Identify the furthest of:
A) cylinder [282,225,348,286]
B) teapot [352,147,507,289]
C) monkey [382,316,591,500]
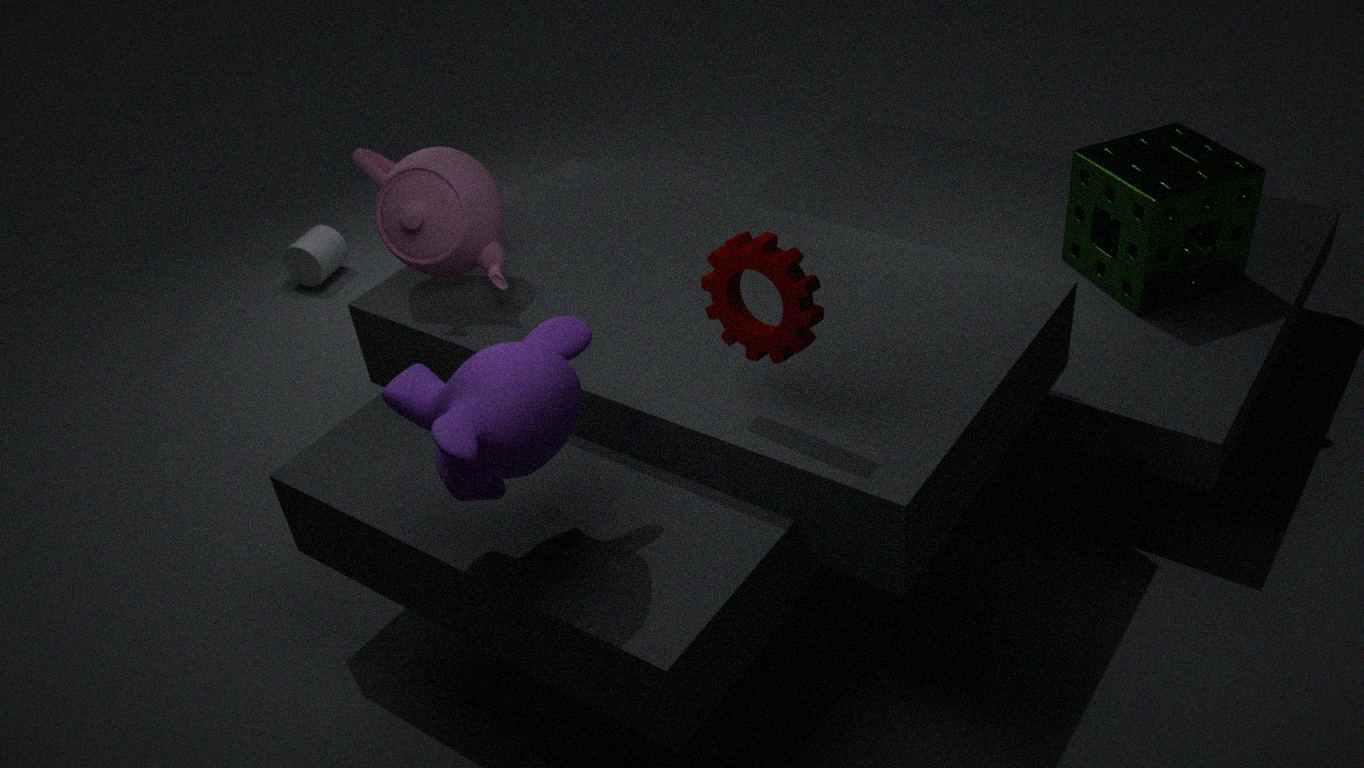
cylinder [282,225,348,286]
